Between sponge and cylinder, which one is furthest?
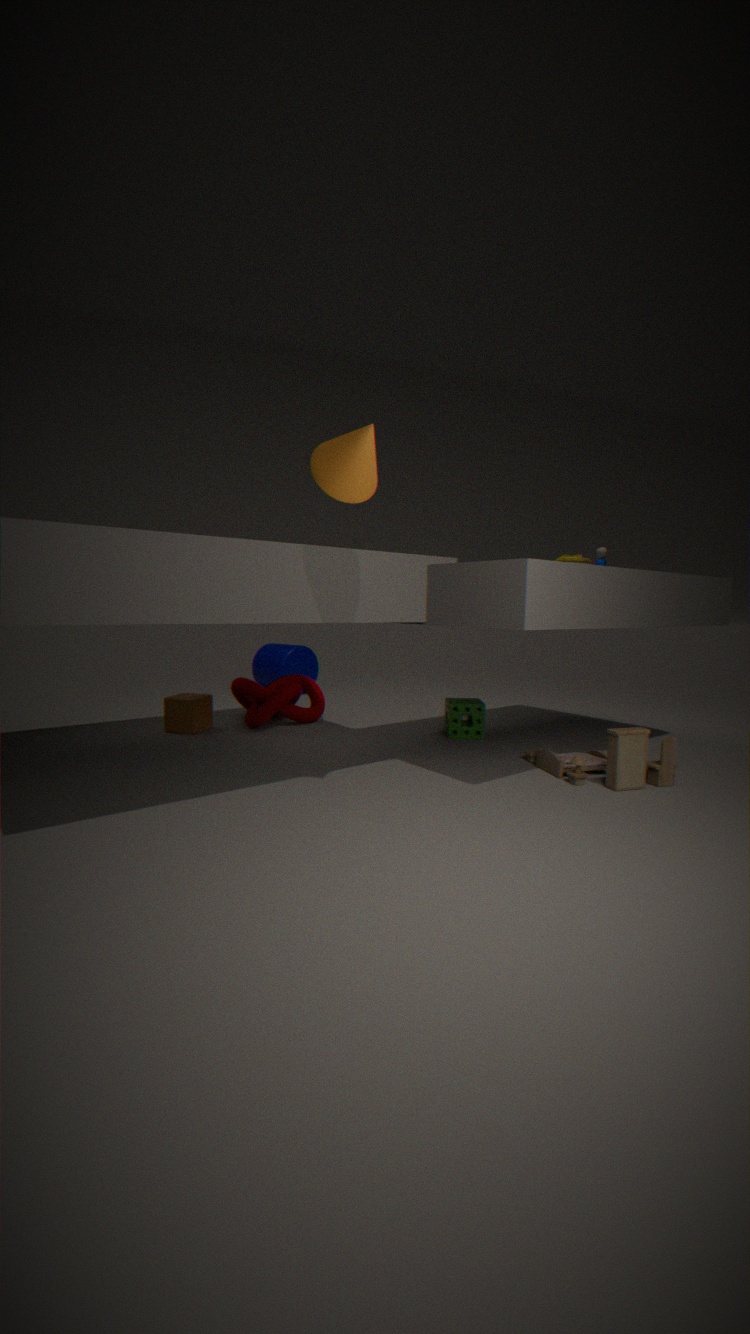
cylinder
